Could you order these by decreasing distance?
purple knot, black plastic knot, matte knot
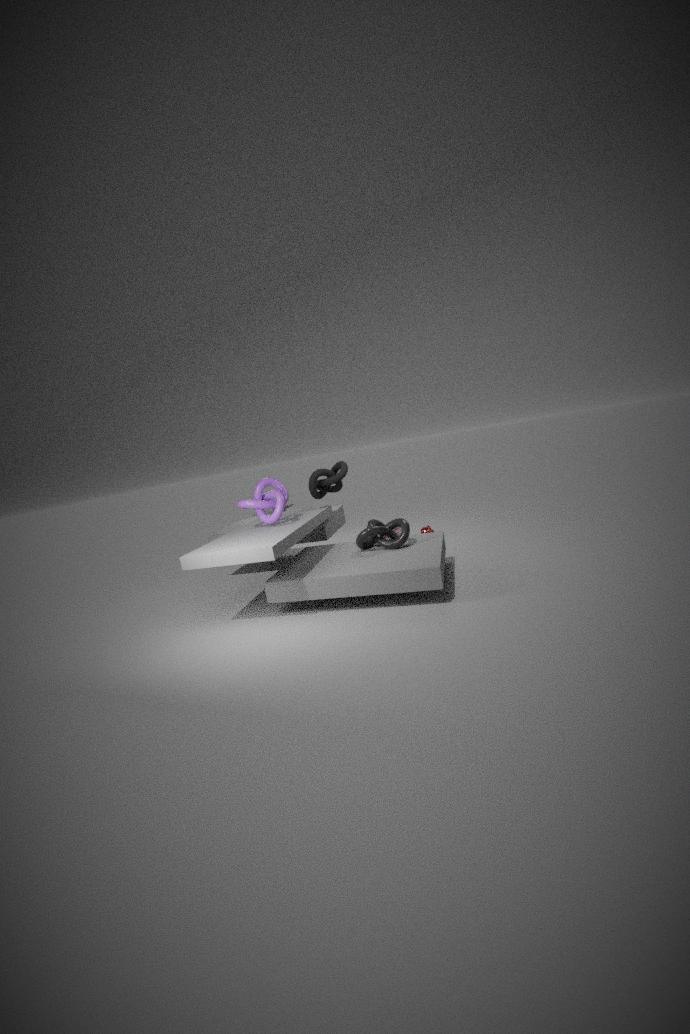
1. matte knot
2. purple knot
3. black plastic knot
